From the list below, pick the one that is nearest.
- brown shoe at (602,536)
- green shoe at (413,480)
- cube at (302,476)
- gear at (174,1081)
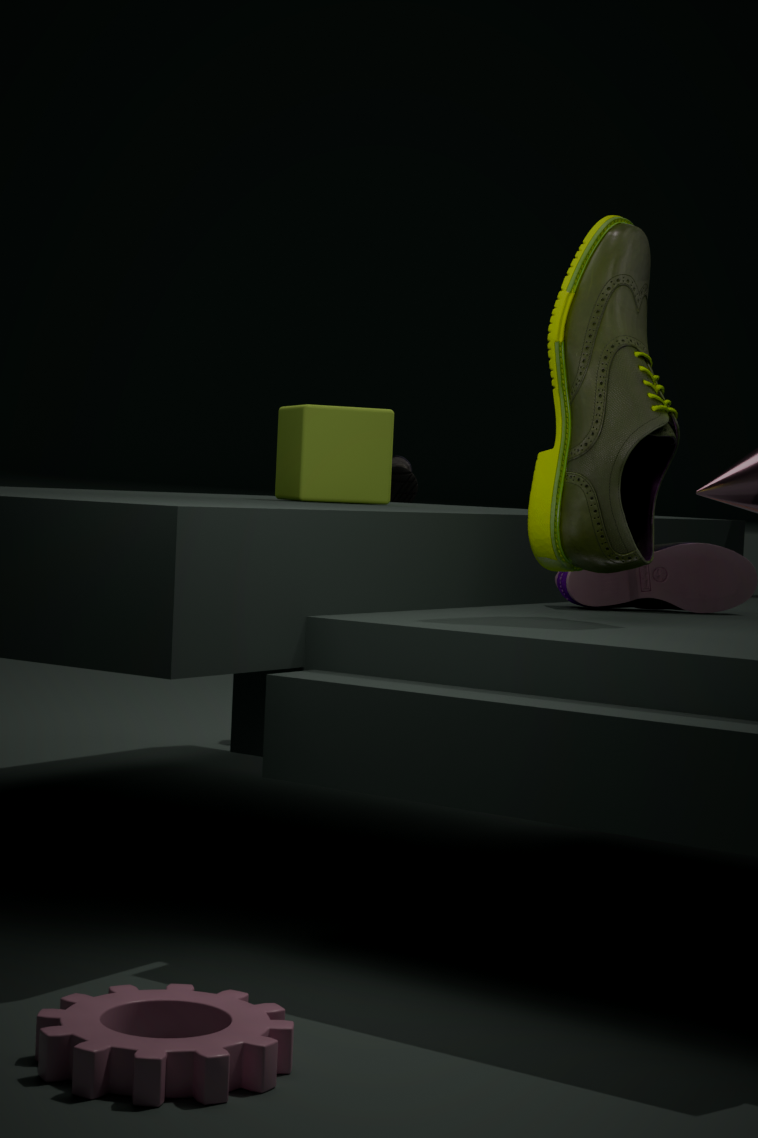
gear at (174,1081)
